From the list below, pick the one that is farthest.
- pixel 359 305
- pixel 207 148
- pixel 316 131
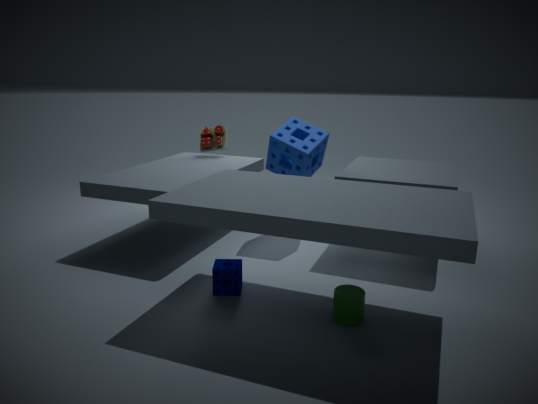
pixel 207 148
